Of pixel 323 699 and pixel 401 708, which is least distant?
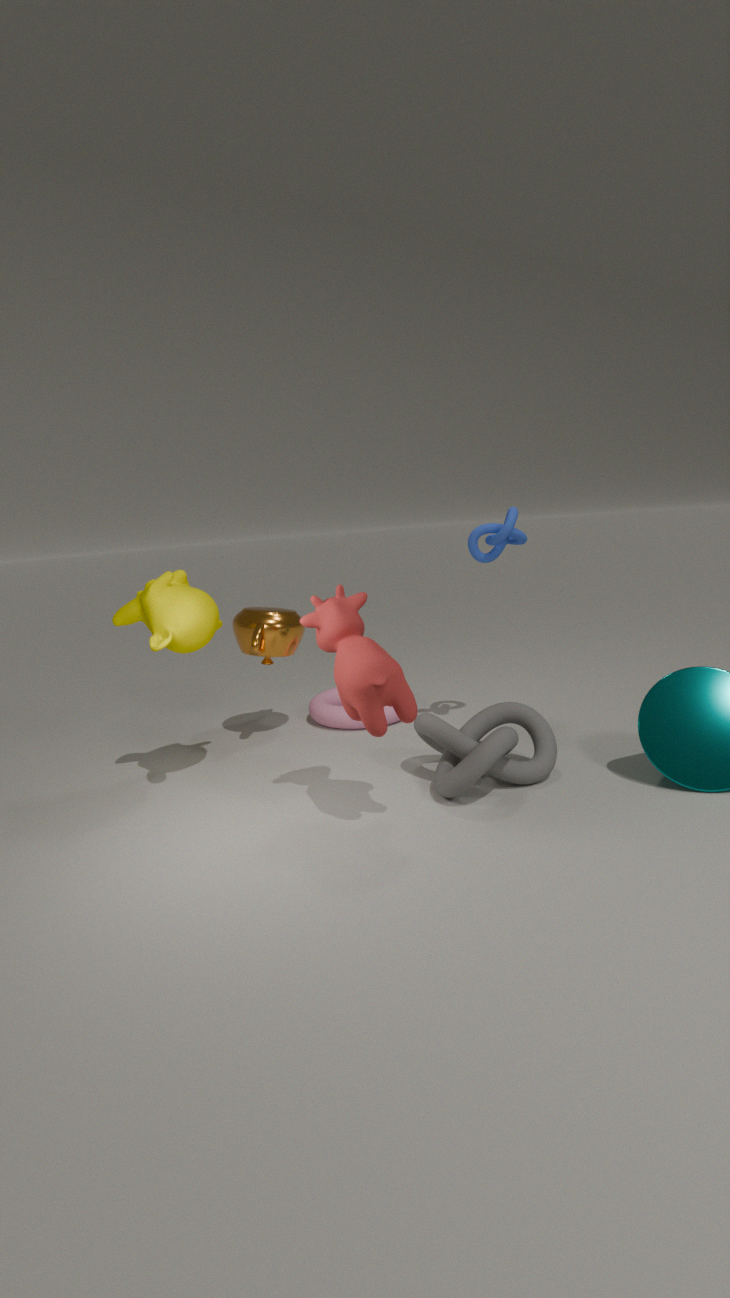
pixel 401 708
